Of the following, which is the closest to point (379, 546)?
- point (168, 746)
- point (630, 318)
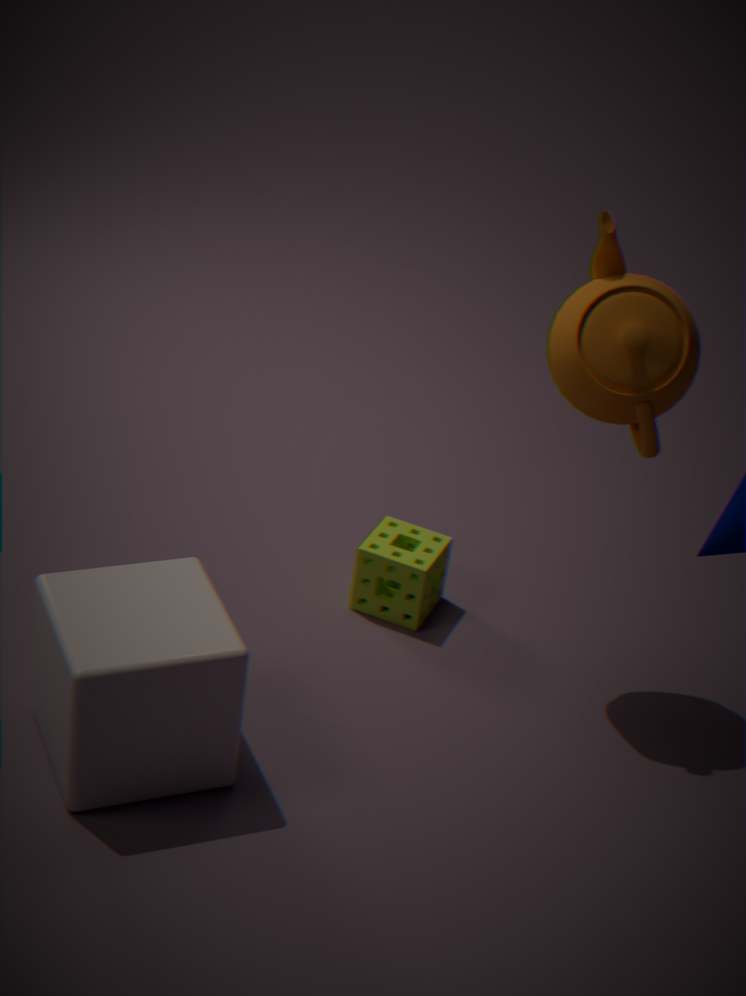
point (630, 318)
